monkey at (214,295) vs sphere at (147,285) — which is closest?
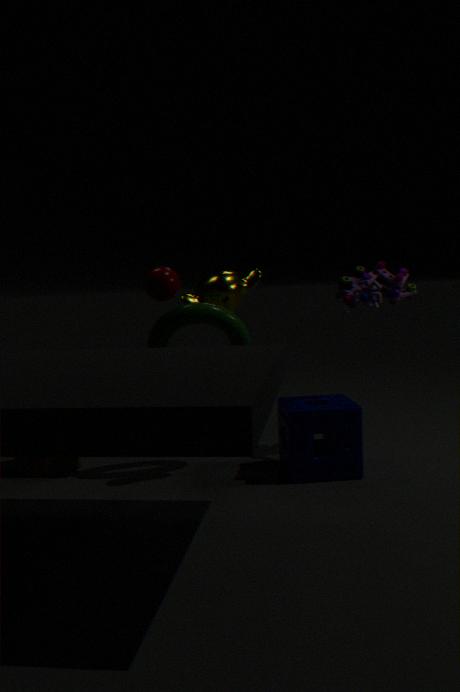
sphere at (147,285)
